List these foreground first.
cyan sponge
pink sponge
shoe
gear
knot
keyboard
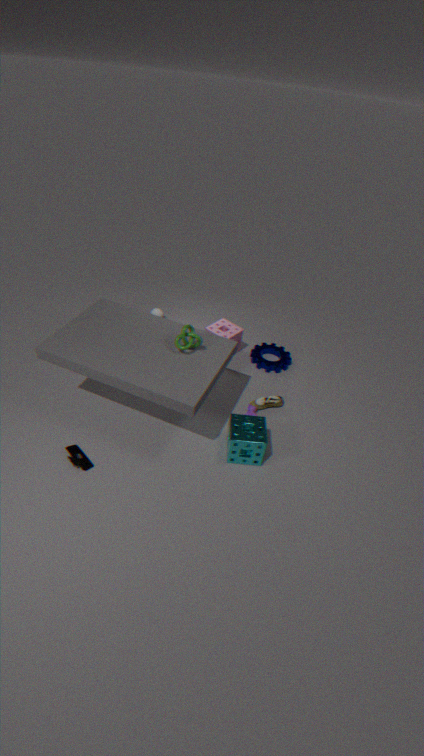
1. keyboard
2. cyan sponge
3. knot
4. shoe
5. pink sponge
6. gear
